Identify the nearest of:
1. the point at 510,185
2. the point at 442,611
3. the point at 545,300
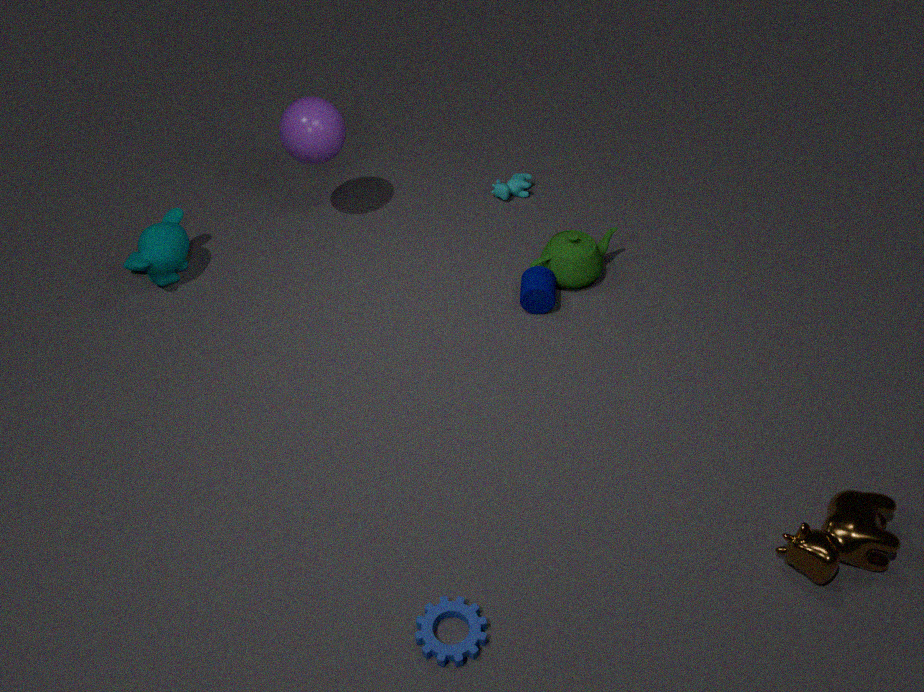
the point at 442,611
